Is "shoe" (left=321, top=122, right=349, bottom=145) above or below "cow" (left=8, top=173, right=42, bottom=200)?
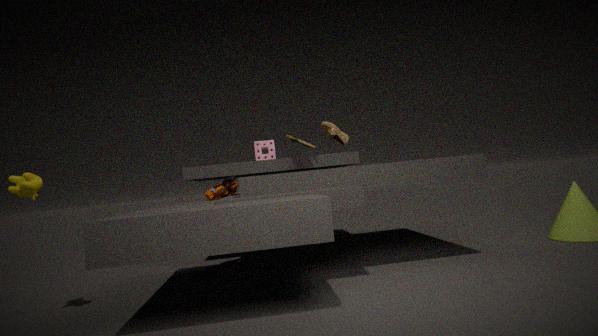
above
